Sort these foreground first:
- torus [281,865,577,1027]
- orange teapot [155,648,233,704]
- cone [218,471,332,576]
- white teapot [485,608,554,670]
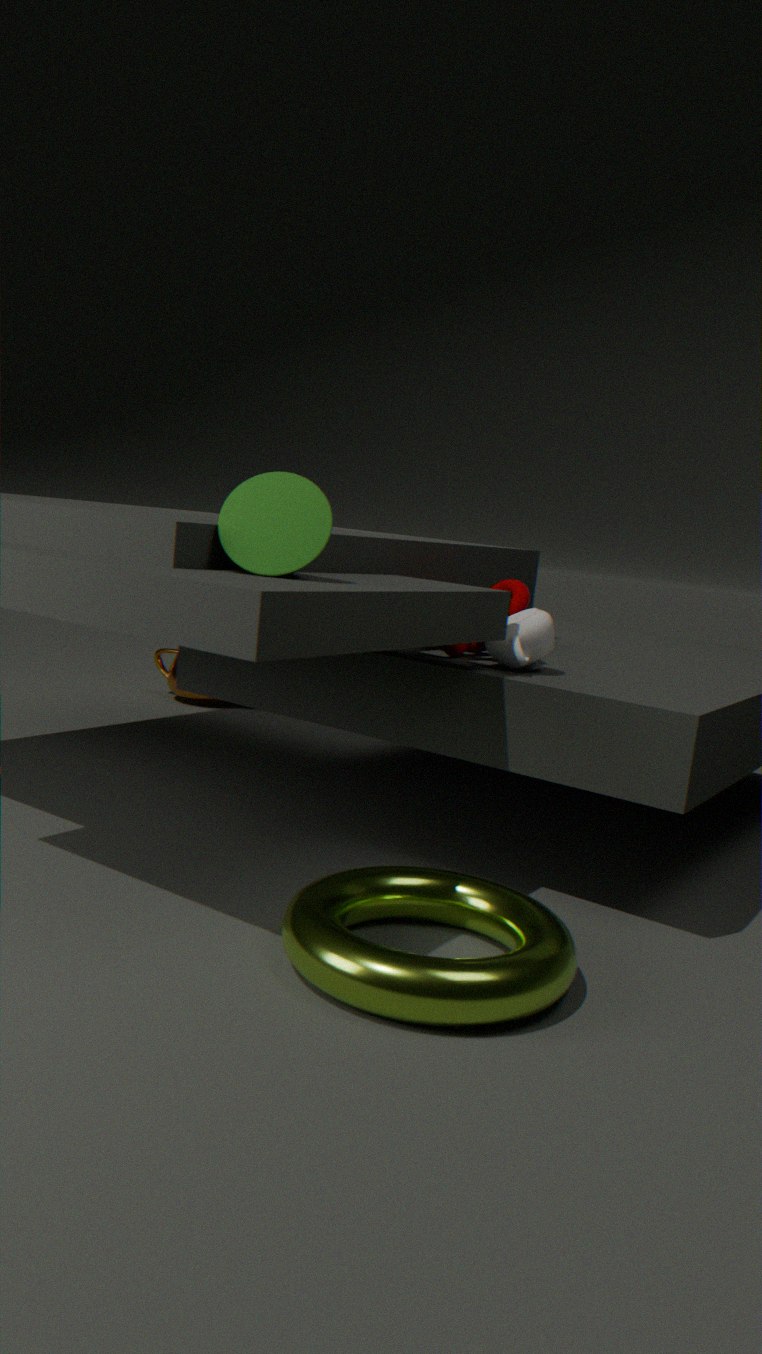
torus [281,865,577,1027]
cone [218,471,332,576]
white teapot [485,608,554,670]
orange teapot [155,648,233,704]
